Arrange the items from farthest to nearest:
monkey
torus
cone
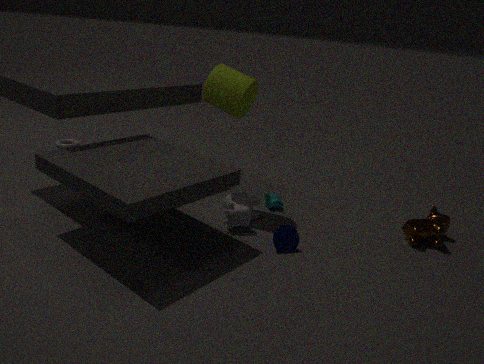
torus
monkey
cone
